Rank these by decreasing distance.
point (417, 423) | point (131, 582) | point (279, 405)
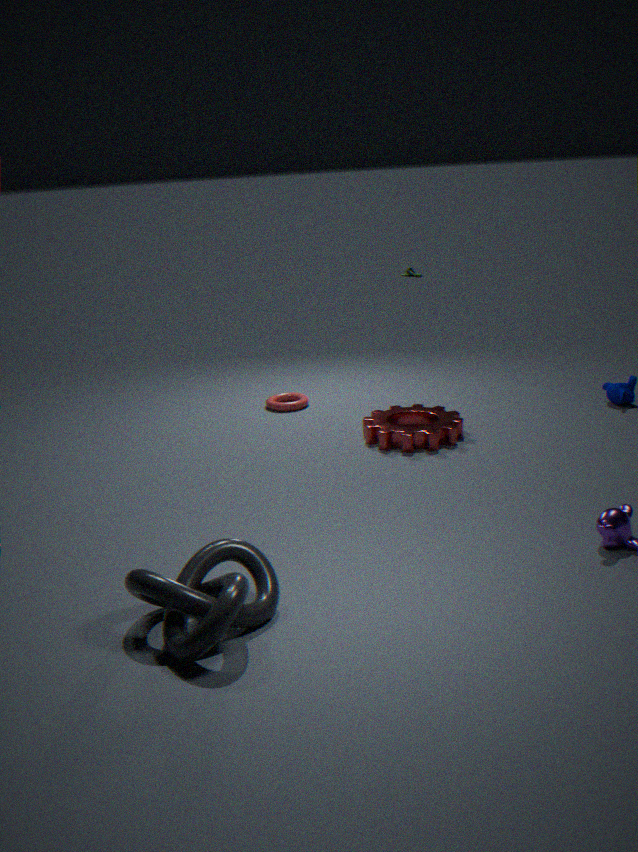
1. point (279, 405)
2. point (417, 423)
3. point (131, 582)
